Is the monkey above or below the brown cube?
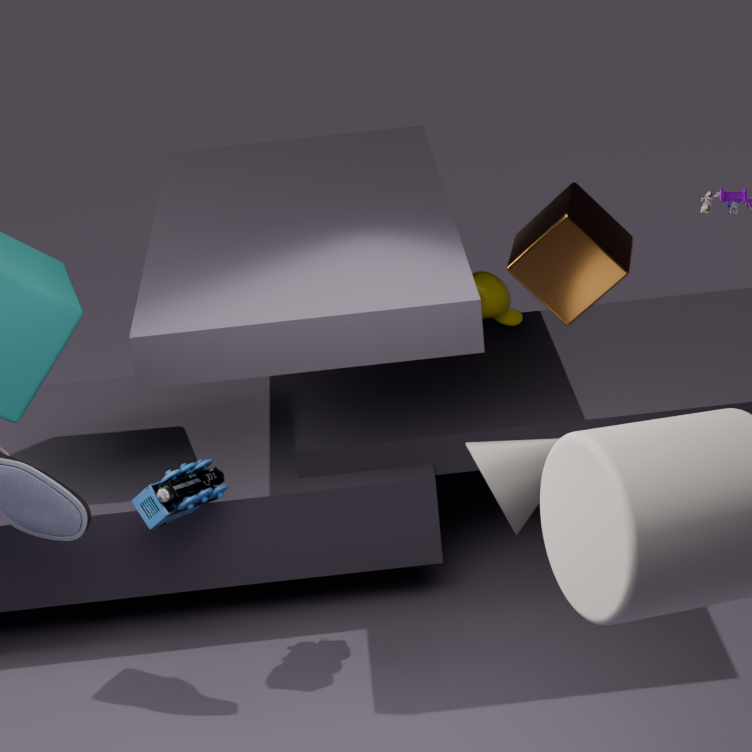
below
